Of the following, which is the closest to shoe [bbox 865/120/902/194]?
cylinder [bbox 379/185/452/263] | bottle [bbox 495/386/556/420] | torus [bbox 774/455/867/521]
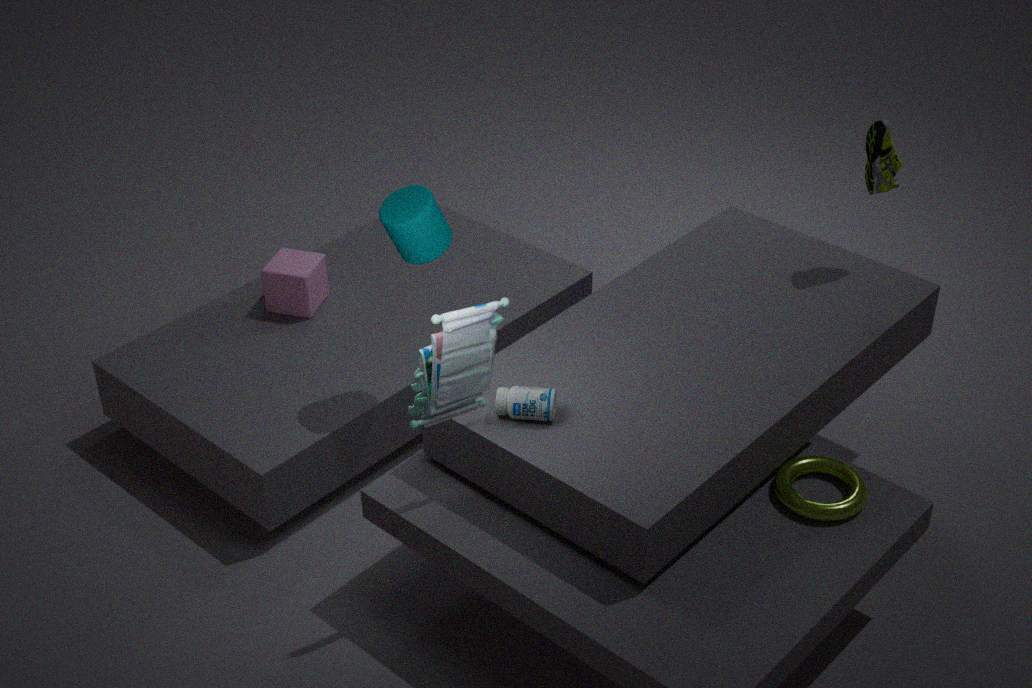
torus [bbox 774/455/867/521]
